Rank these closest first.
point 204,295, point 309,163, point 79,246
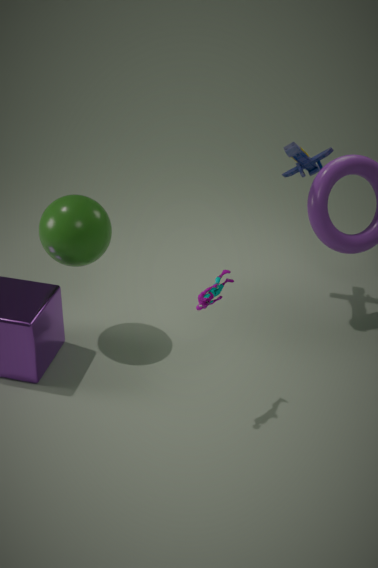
point 204,295
point 79,246
point 309,163
